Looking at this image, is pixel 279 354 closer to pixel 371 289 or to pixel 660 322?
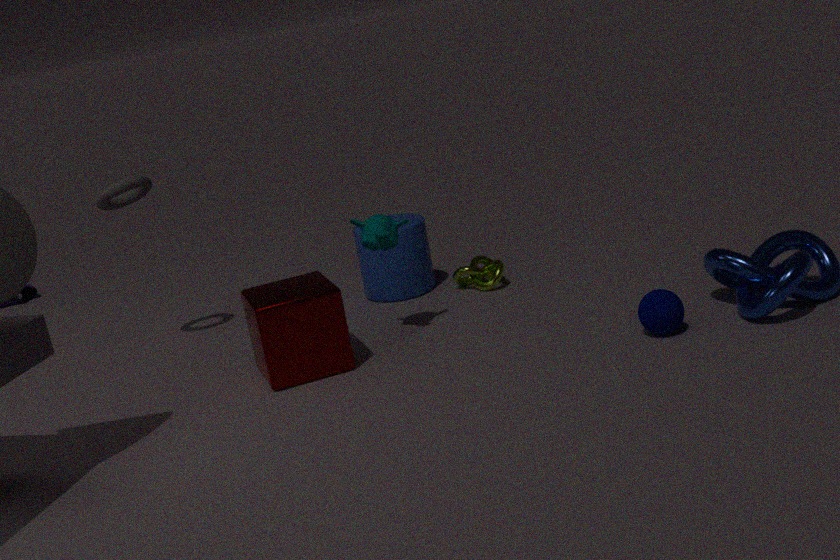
pixel 371 289
